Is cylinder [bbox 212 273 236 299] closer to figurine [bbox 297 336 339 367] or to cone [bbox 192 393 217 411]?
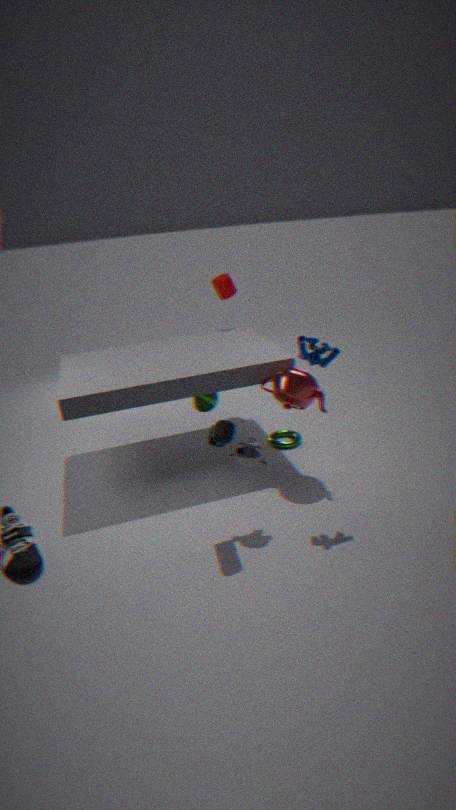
cone [bbox 192 393 217 411]
